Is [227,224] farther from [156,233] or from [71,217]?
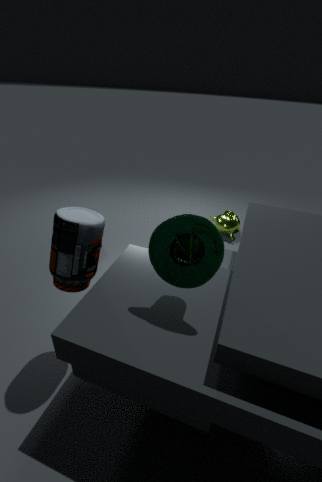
[71,217]
